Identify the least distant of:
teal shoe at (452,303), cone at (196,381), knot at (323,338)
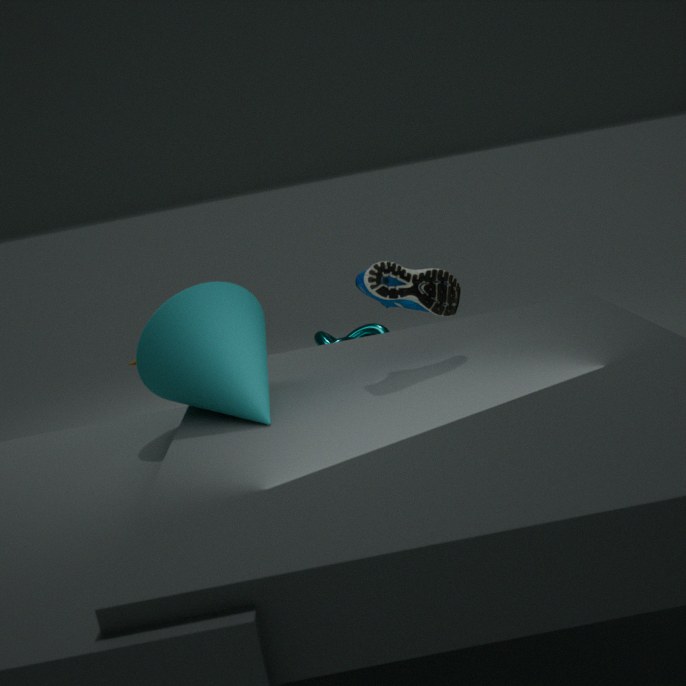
cone at (196,381)
